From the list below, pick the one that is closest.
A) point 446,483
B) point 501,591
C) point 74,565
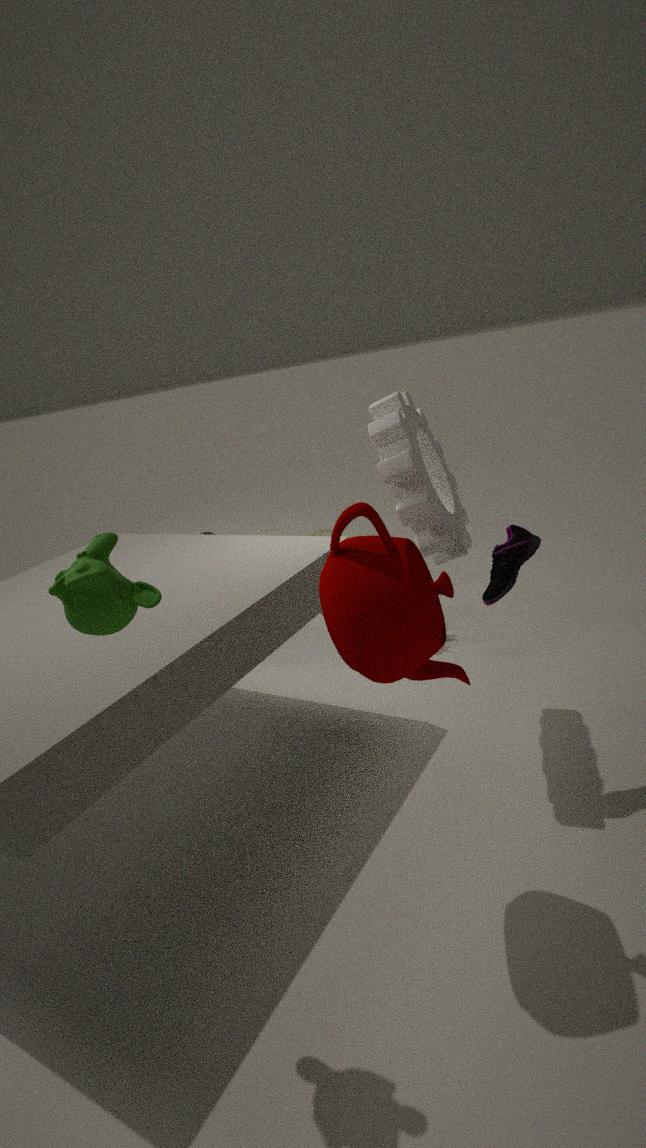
point 74,565
